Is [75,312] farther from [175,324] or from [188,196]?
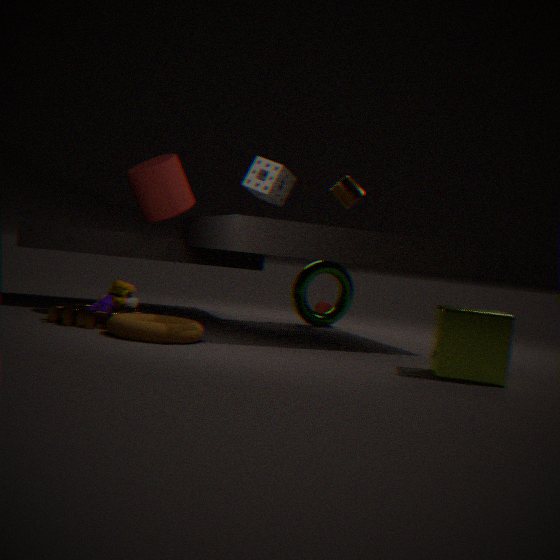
[188,196]
